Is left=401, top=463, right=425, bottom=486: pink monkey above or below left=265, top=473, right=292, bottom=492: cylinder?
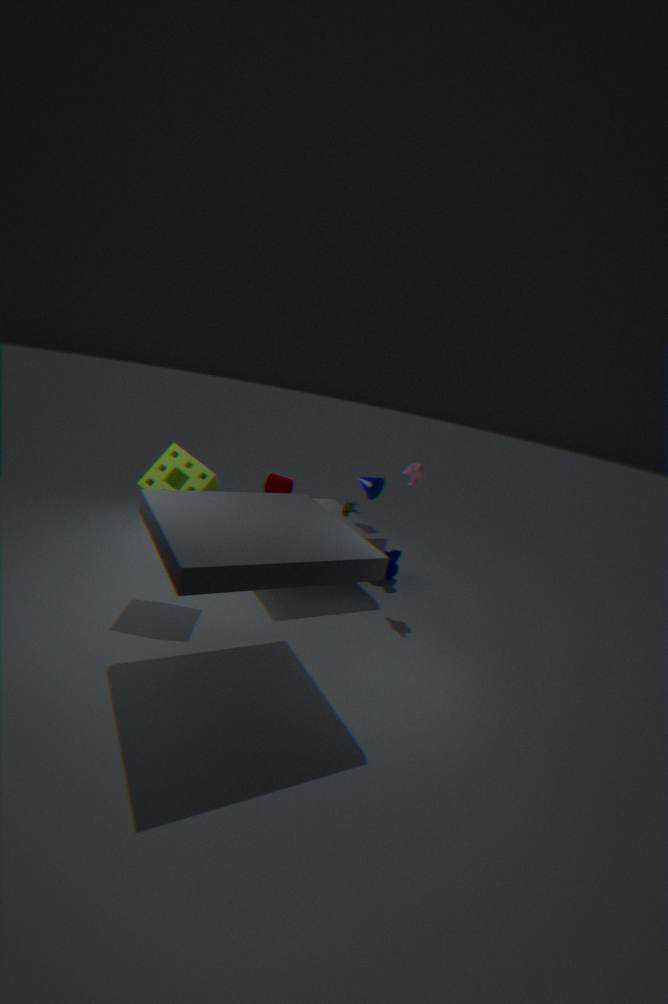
above
